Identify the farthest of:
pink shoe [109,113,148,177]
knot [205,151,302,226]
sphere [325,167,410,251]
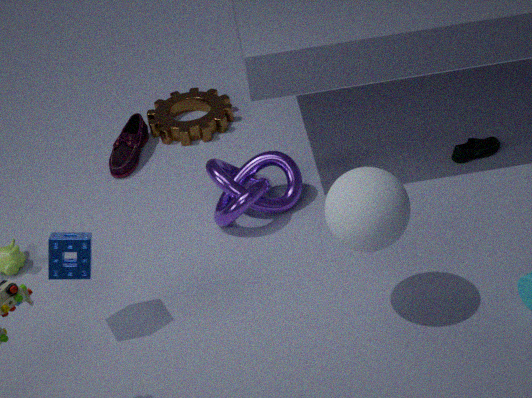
pink shoe [109,113,148,177]
